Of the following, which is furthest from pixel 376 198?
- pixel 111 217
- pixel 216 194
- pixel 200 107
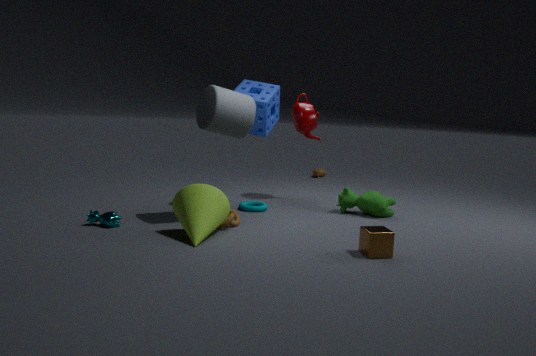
pixel 111 217
